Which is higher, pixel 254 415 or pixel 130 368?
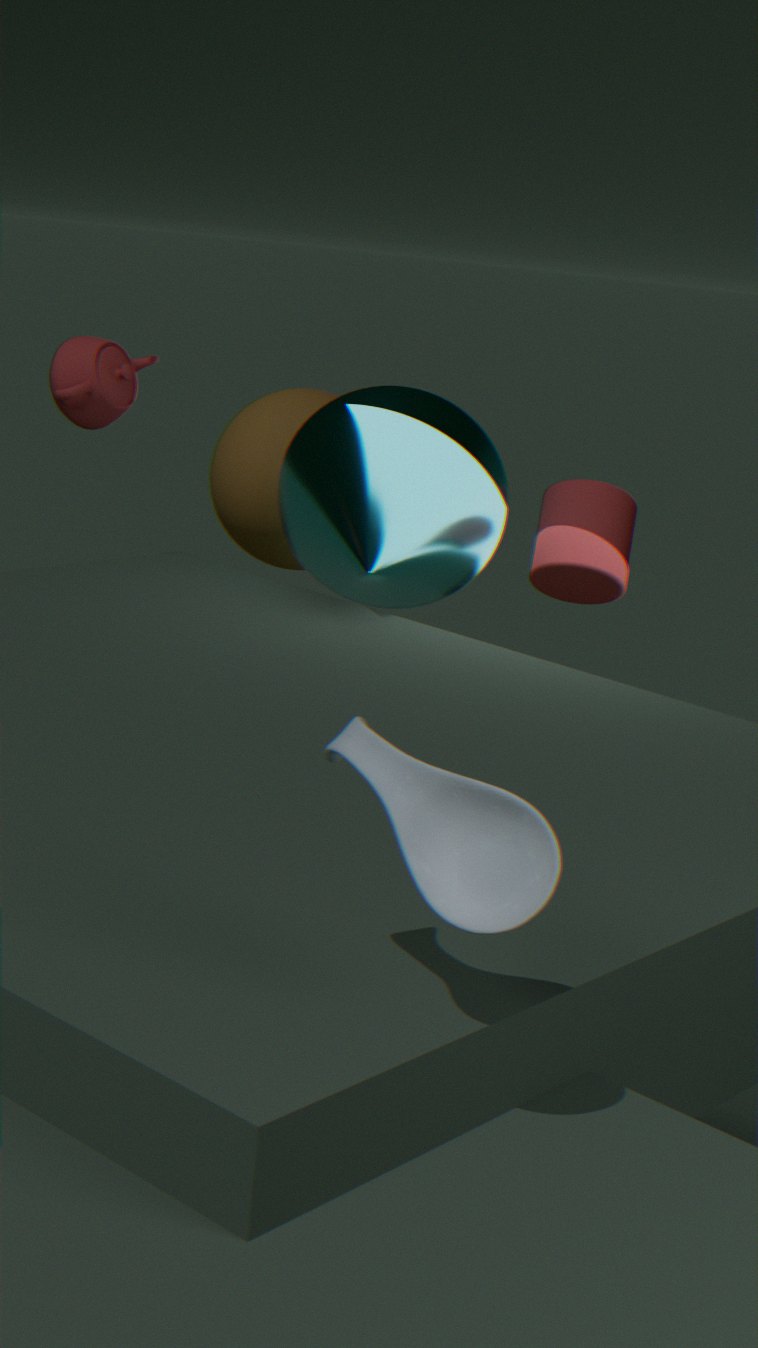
pixel 130 368
